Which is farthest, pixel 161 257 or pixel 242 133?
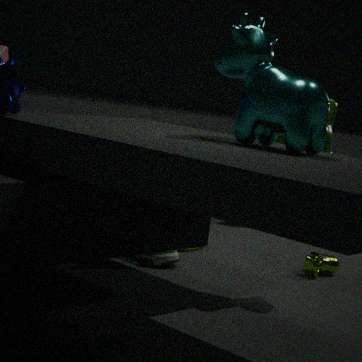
pixel 161 257
